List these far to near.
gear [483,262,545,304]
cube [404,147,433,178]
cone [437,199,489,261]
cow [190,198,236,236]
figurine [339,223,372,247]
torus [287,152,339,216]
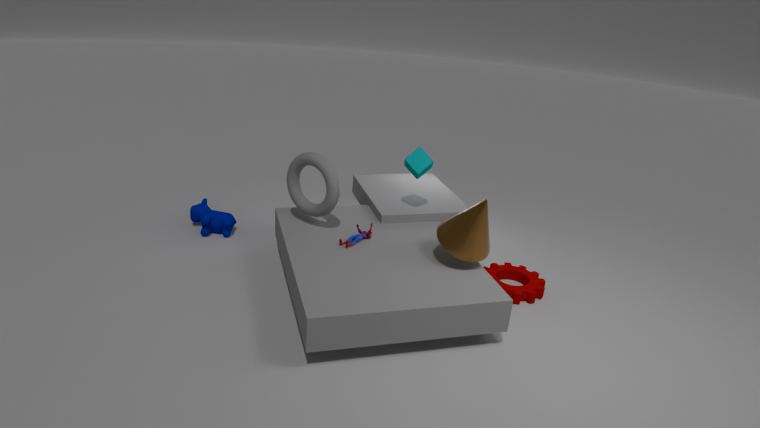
cow [190,198,236,236]
cube [404,147,433,178]
gear [483,262,545,304]
torus [287,152,339,216]
figurine [339,223,372,247]
cone [437,199,489,261]
